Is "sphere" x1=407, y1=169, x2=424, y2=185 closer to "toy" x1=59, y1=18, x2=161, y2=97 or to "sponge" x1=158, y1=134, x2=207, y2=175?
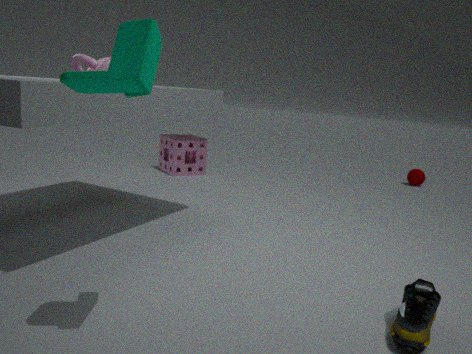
"sponge" x1=158, y1=134, x2=207, y2=175
